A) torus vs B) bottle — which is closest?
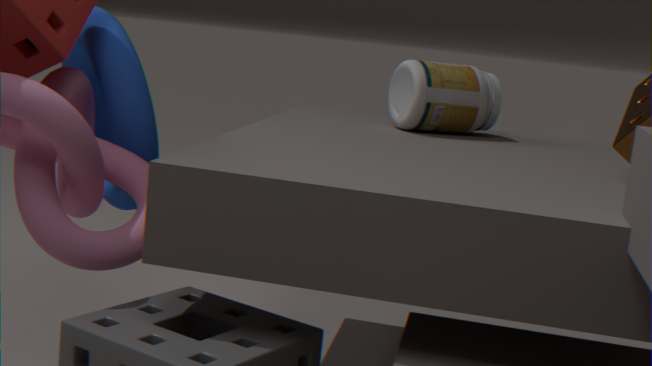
A. torus
